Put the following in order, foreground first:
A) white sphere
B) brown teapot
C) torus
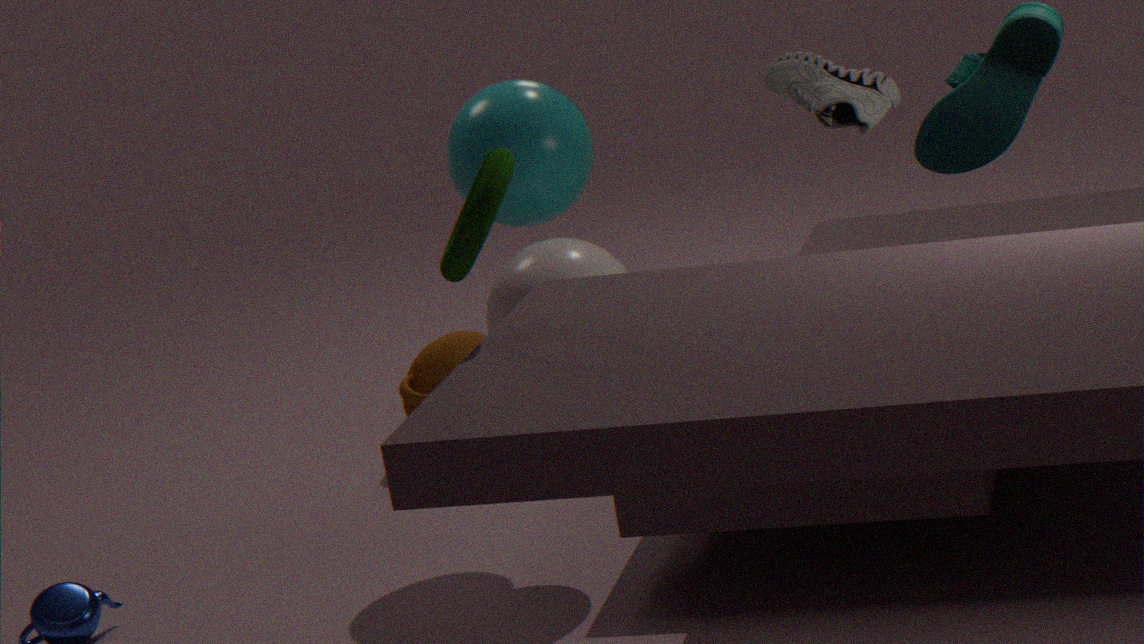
torus < white sphere < brown teapot
